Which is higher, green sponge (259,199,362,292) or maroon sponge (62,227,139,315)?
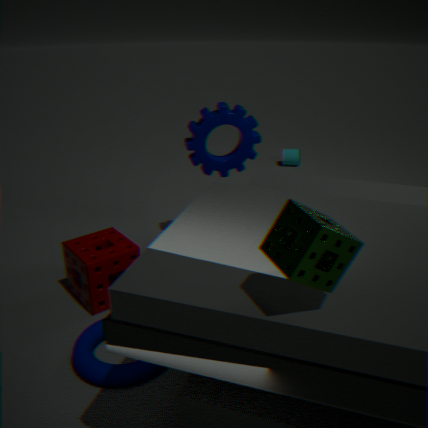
green sponge (259,199,362,292)
